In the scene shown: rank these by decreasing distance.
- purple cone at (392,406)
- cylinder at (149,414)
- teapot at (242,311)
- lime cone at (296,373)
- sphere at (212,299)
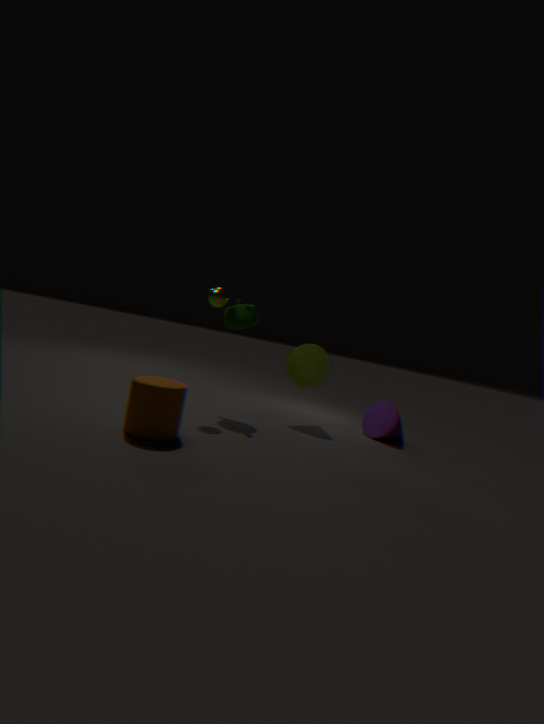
purple cone at (392,406), lime cone at (296,373), teapot at (242,311), sphere at (212,299), cylinder at (149,414)
